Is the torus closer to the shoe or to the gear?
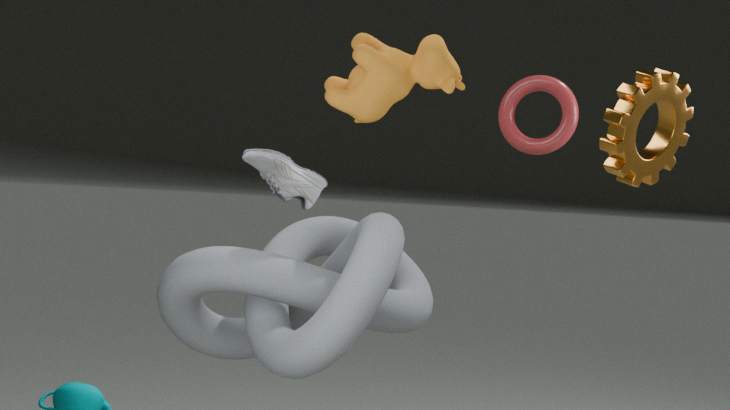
the shoe
